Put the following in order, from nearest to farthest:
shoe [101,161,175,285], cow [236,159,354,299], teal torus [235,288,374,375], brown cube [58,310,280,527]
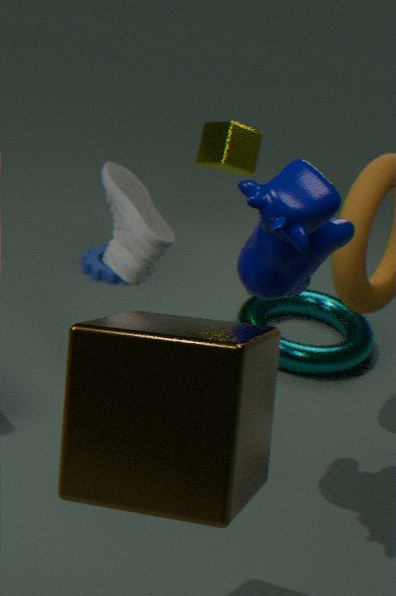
brown cube [58,310,280,527] → cow [236,159,354,299] → shoe [101,161,175,285] → teal torus [235,288,374,375]
